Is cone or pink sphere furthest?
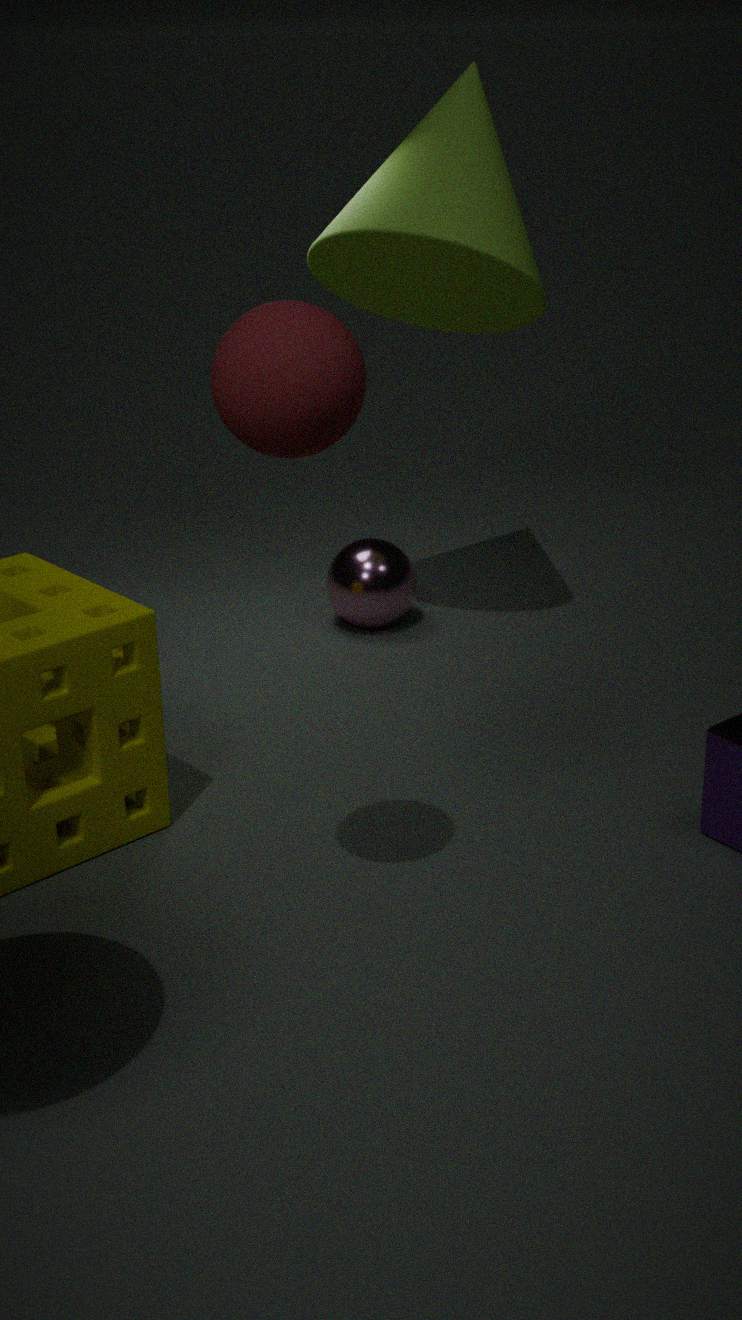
pink sphere
